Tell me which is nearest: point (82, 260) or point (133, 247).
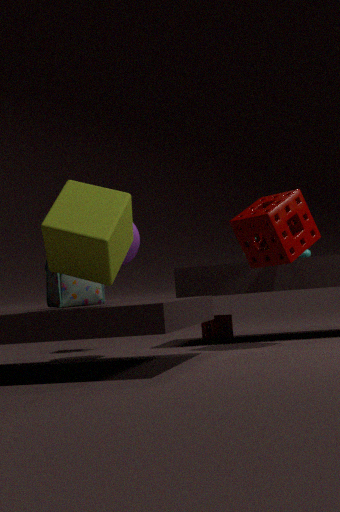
point (82, 260)
